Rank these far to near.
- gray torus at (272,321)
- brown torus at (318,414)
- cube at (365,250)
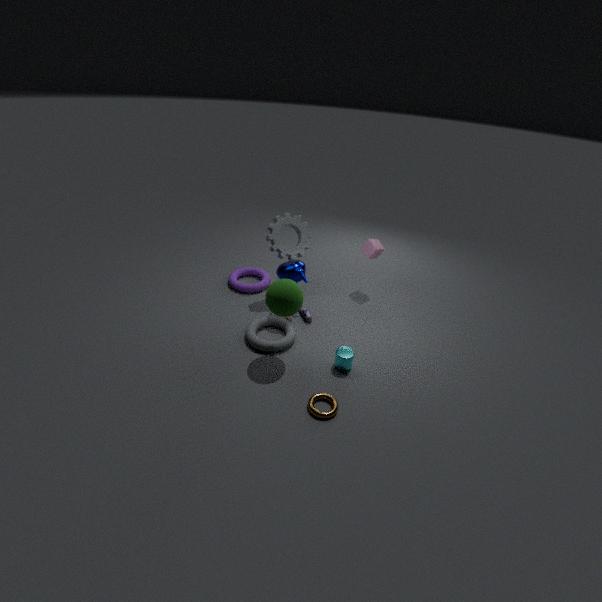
1. cube at (365,250)
2. gray torus at (272,321)
3. brown torus at (318,414)
